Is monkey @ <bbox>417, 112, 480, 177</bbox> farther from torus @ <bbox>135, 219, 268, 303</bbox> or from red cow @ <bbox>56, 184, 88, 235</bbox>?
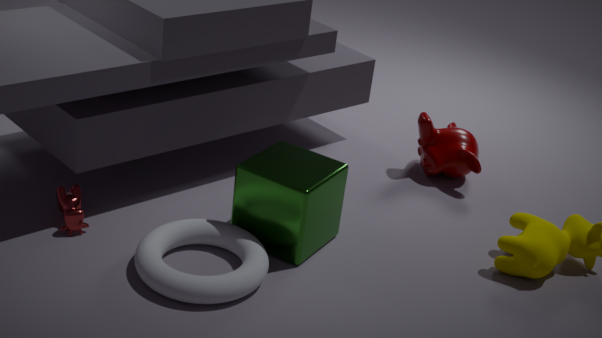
red cow @ <bbox>56, 184, 88, 235</bbox>
